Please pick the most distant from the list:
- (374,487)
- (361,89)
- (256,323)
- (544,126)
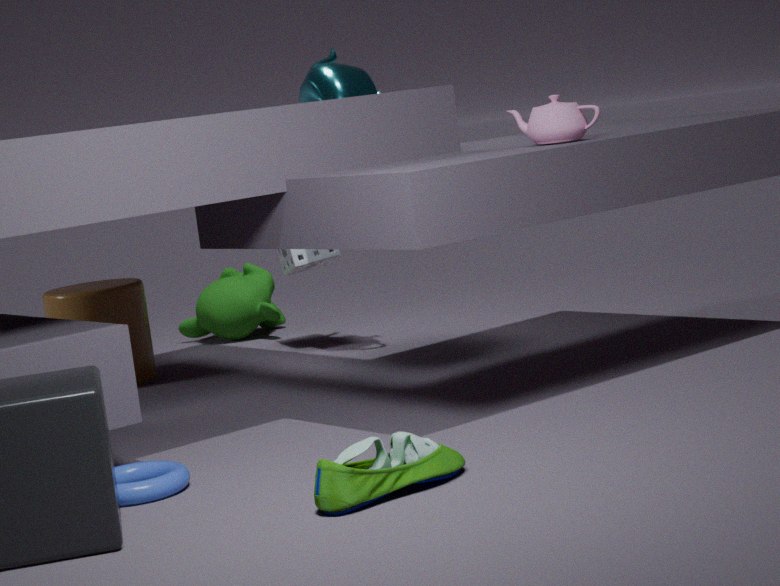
(256,323)
